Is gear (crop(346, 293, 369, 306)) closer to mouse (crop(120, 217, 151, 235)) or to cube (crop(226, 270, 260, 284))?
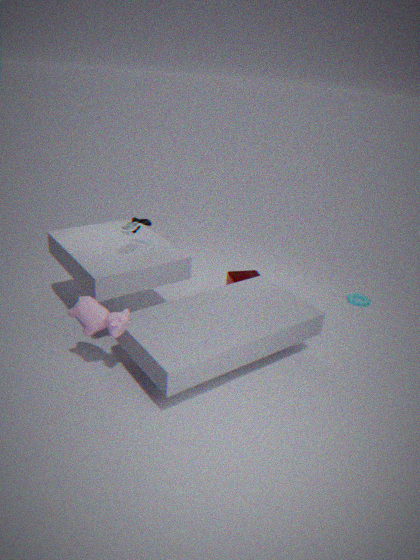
cube (crop(226, 270, 260, 284))
